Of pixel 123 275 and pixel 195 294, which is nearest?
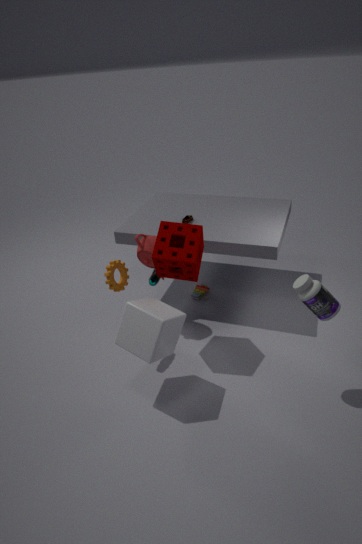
pixel 123 275
